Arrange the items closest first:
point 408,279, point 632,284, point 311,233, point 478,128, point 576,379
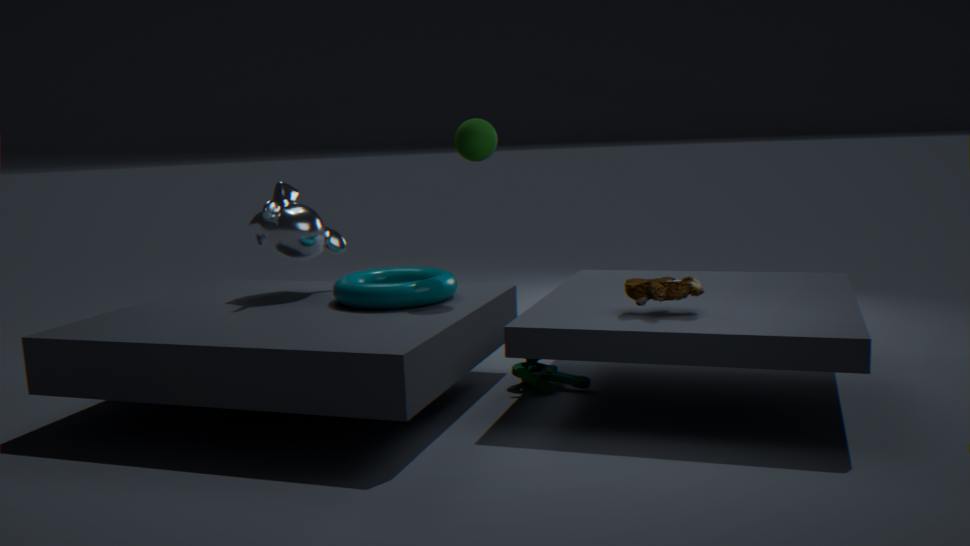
1. point 632,284
2. point 478,128
3. point 576,379
4. point 311,233
5. point 408,279
